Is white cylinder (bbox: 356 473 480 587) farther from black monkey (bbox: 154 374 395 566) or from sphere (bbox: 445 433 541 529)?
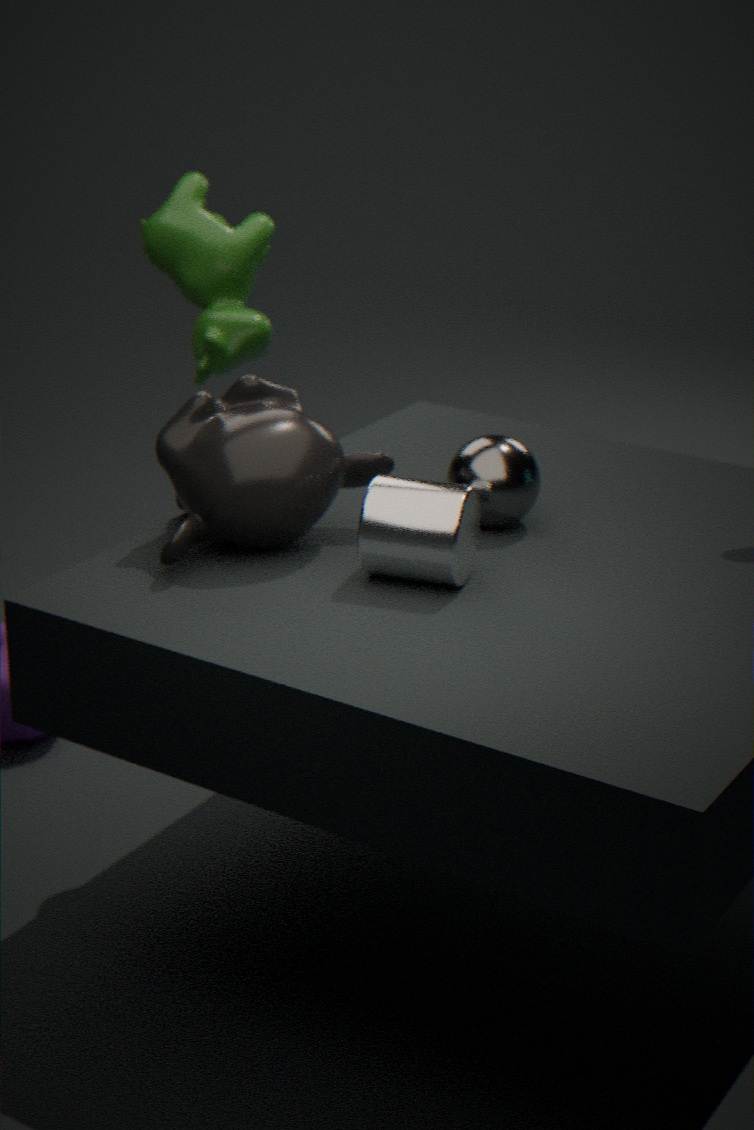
sphere (bbox: 445 433 541 529)
